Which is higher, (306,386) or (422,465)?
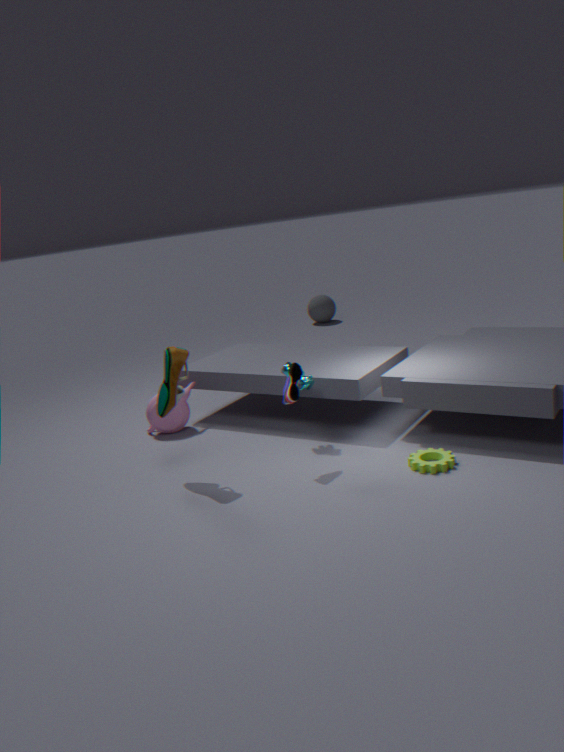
(306,386)
